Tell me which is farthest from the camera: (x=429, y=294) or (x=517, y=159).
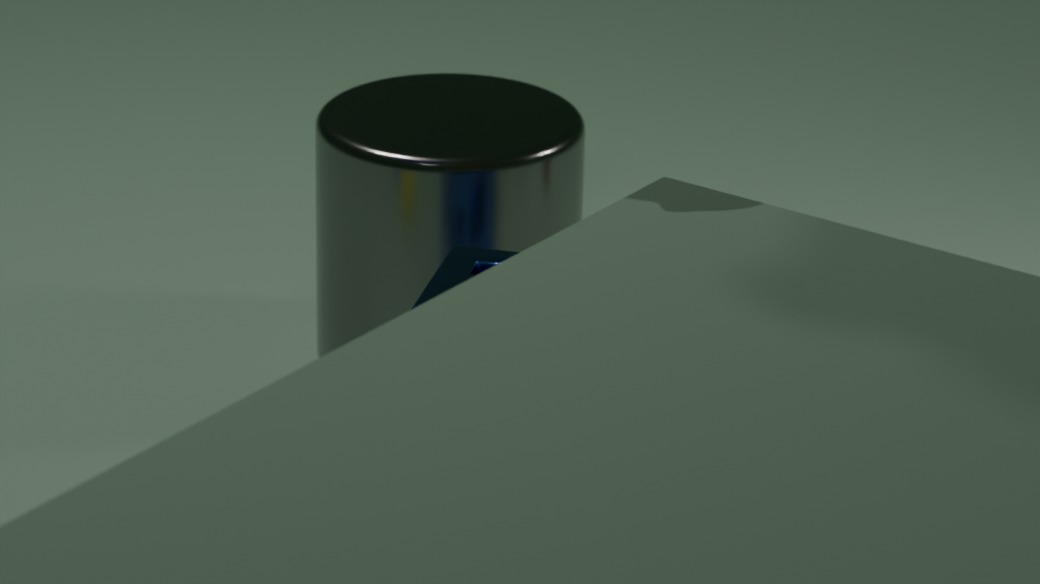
(x=517, y=159)
